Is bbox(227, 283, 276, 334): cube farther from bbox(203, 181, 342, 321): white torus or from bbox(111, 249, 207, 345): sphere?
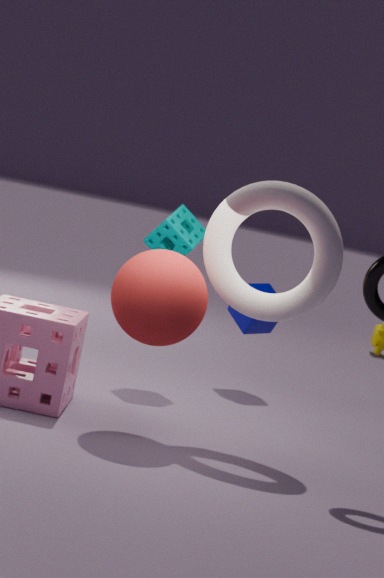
bbox(111, 249, 207, 345): sphere
